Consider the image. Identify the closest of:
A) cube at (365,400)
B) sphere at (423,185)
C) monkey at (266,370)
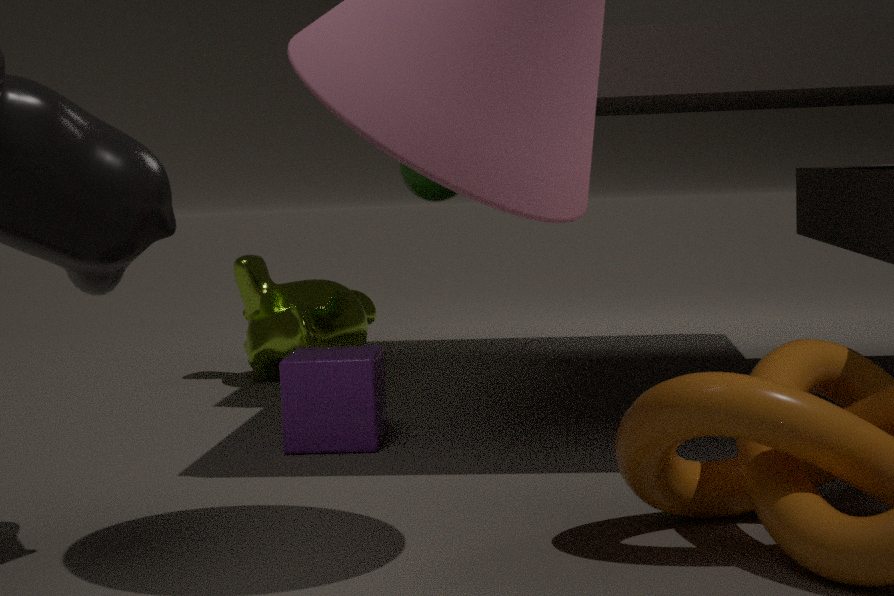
cube at (365,400)
